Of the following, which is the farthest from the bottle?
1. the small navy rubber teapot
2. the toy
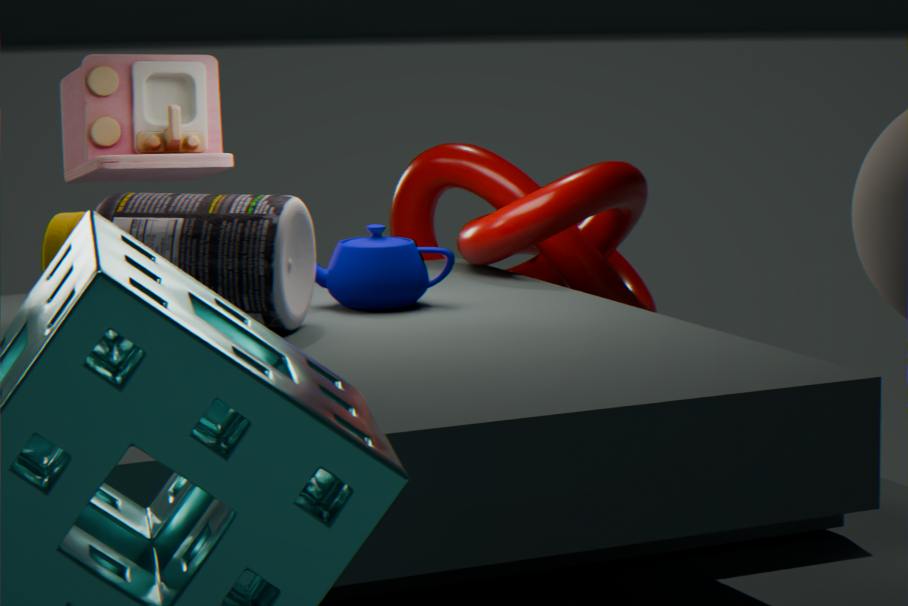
the toy
